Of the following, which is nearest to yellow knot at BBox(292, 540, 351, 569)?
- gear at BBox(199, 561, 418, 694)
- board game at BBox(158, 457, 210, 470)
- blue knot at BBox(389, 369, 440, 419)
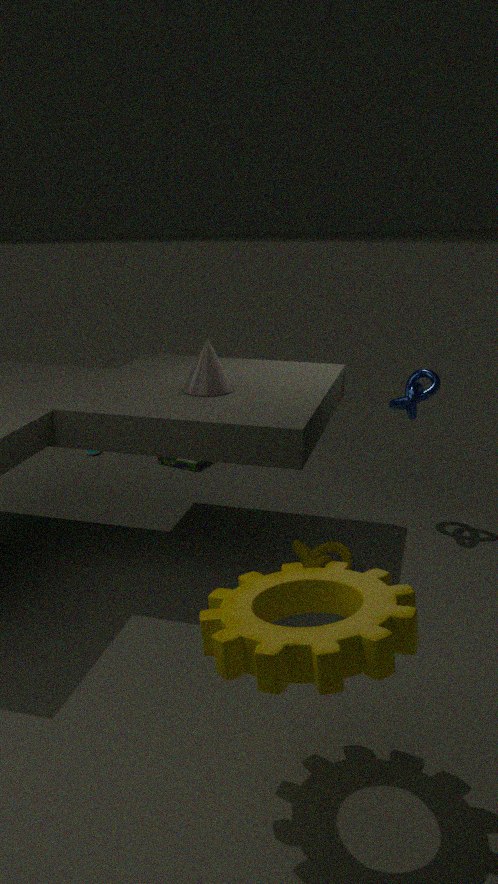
blue knot at BBox(389, 369, 440, 419)
